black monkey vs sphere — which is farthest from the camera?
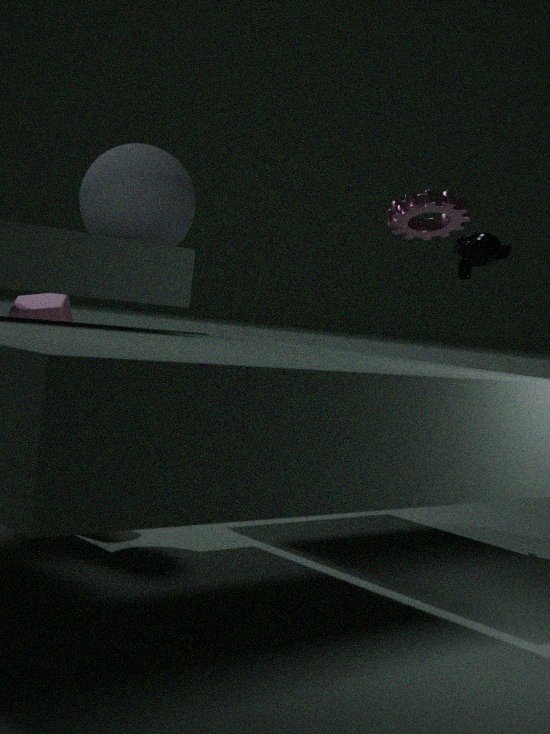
black monkey
